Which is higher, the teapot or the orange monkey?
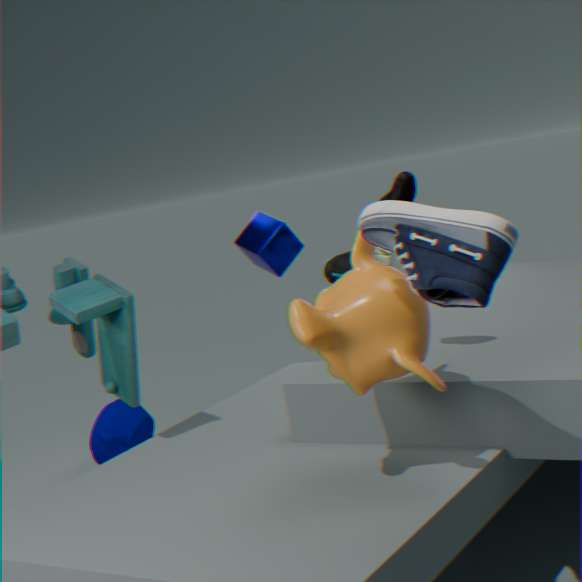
the orange monkey
